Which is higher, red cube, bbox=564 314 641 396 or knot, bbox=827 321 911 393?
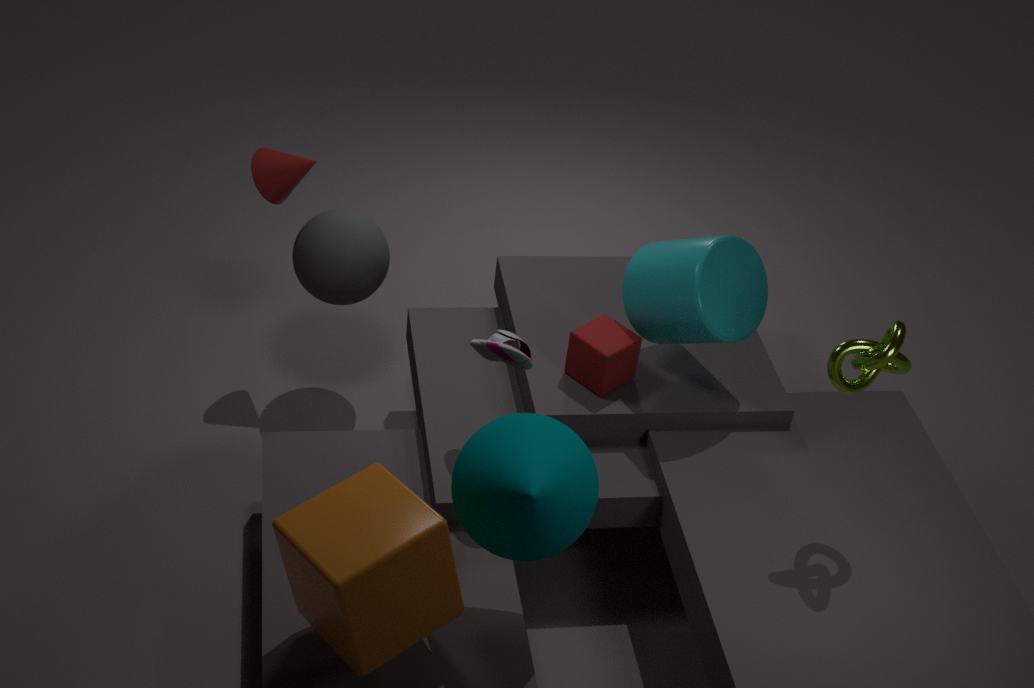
knot, bbox=827 321 911 393
